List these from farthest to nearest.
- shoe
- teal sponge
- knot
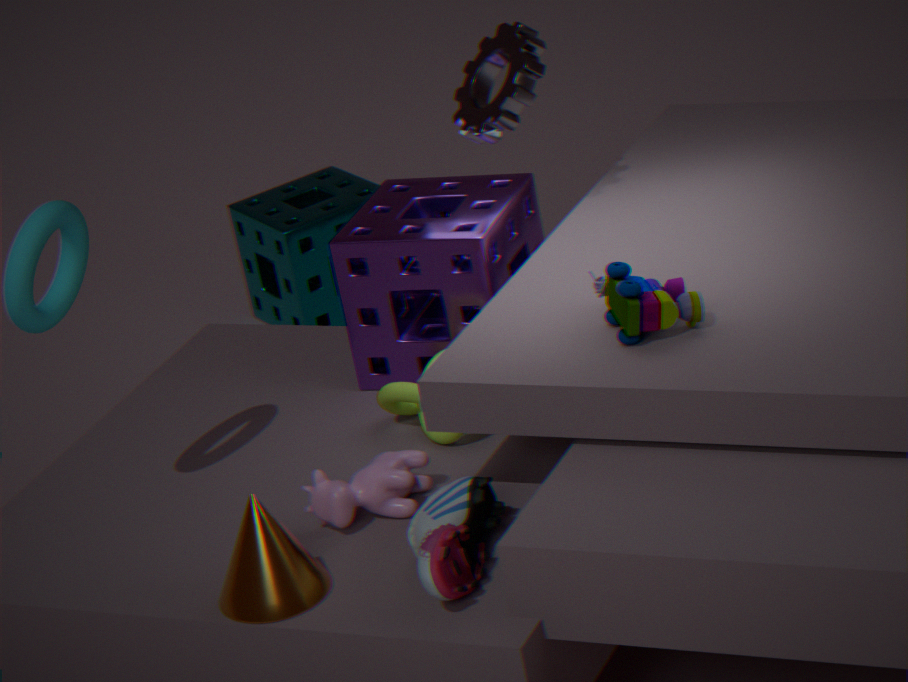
teal sponge
knot
shoe
